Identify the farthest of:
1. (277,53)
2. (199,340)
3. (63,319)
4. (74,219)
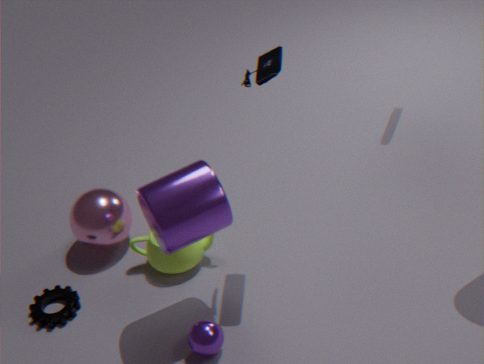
(74,219)
